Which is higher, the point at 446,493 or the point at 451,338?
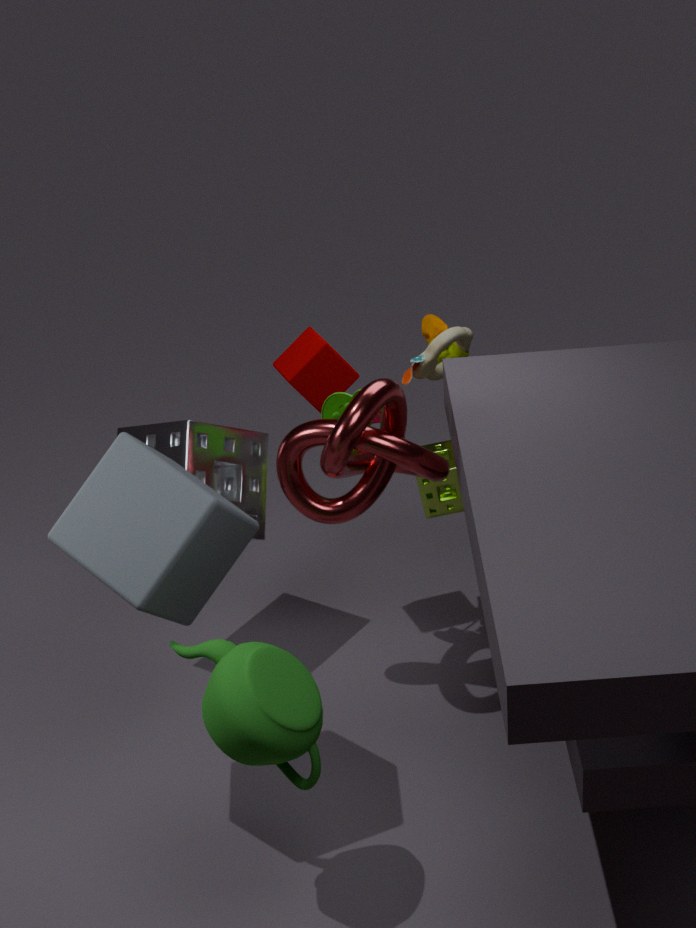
the point at 451,338
